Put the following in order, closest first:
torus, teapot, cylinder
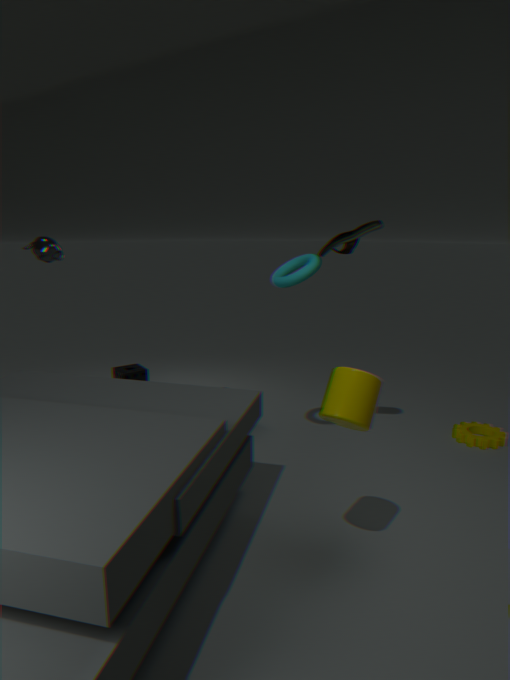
cylinder, torus, teapot
